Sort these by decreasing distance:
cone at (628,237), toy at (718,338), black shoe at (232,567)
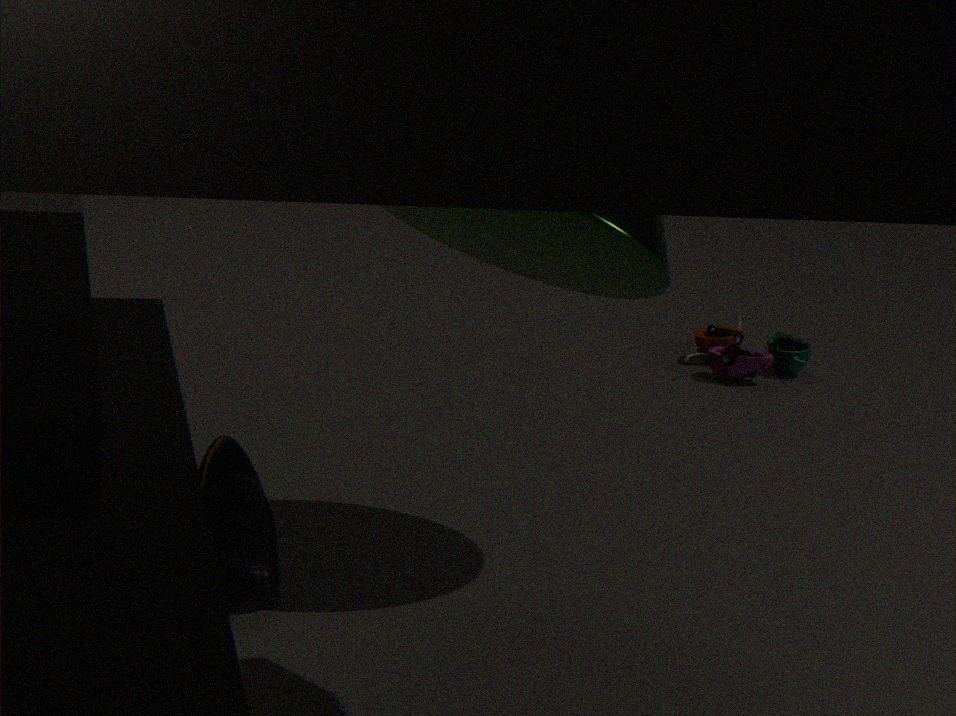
toy at (718,338) → black shoe at (232,567) → cone at (628,237)
